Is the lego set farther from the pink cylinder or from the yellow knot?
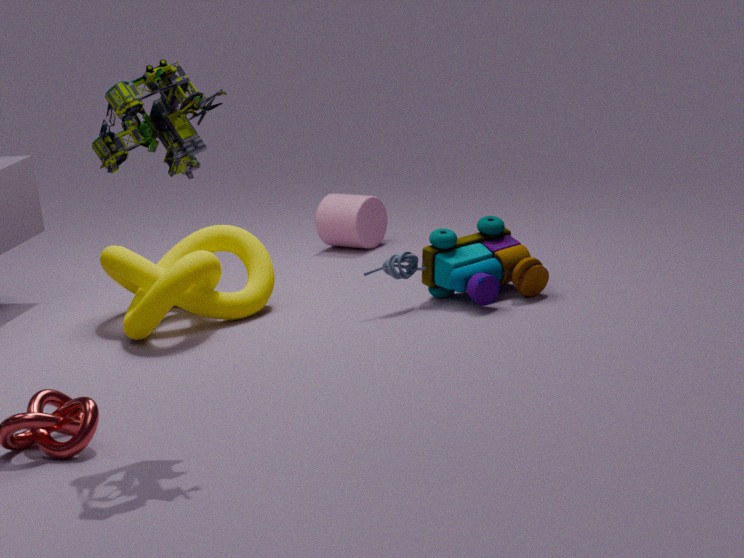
the pink cylinder
